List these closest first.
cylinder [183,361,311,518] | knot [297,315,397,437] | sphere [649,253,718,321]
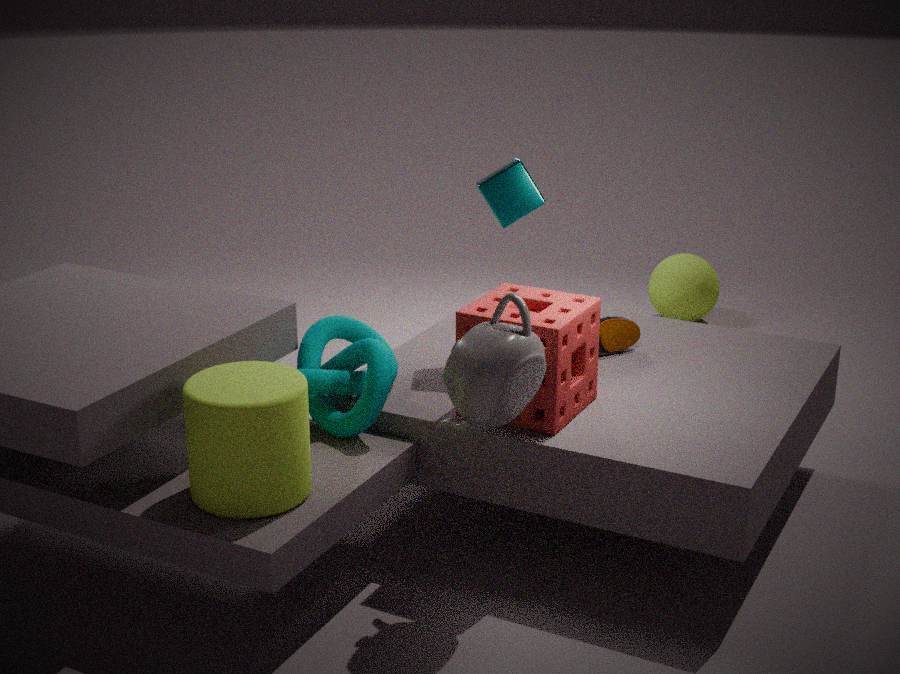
cylinder [183,361,311,518] → knot [297,315,397,437] → sphere [649,253,718,321]
